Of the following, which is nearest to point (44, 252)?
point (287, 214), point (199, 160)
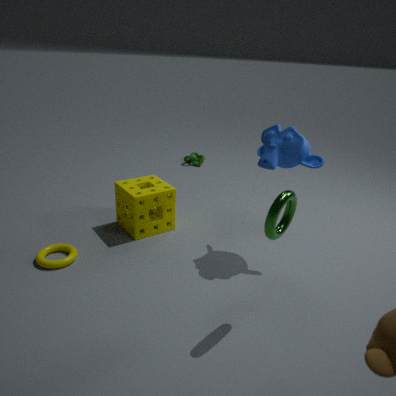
point (287, 214)
